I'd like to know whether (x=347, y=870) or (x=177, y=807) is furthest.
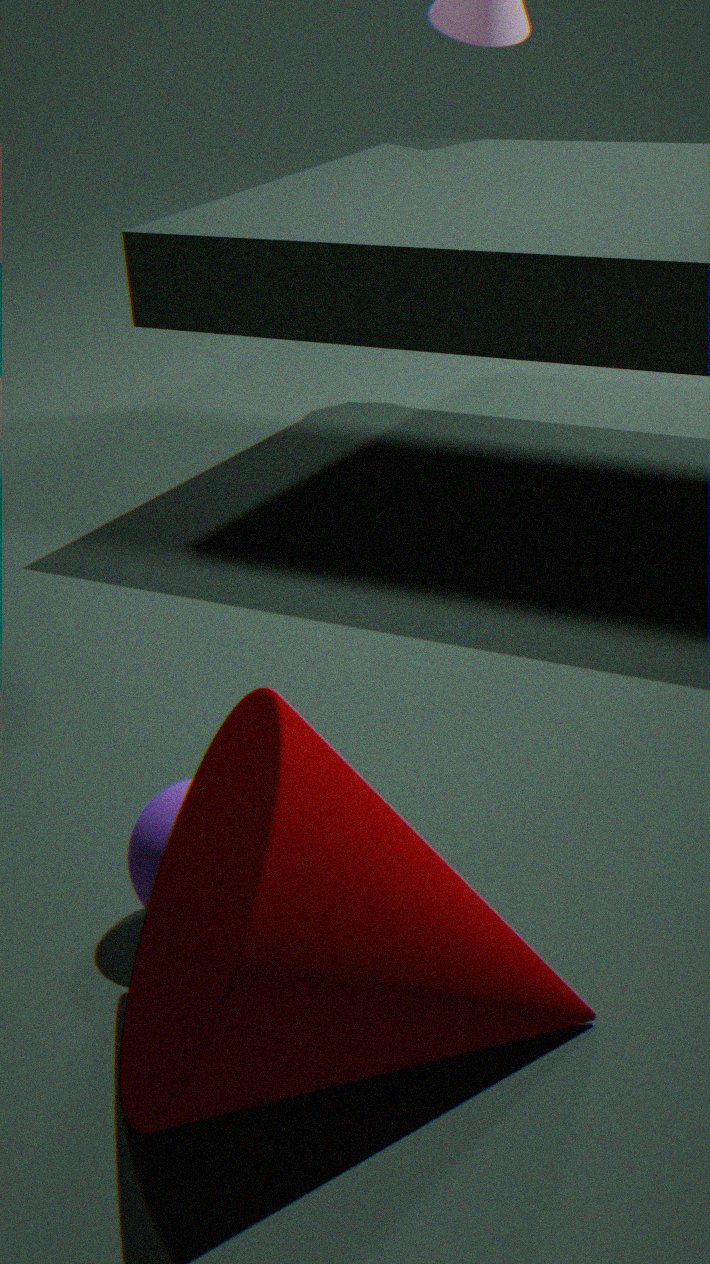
(x=177, y=807)
